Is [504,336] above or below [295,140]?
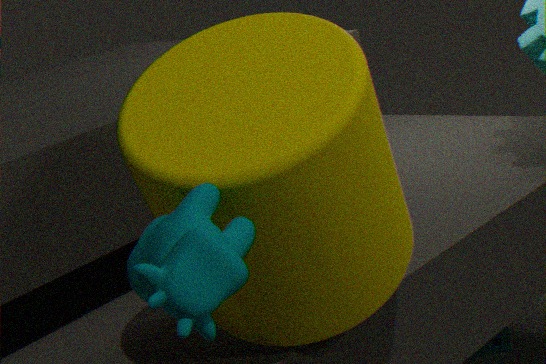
below
